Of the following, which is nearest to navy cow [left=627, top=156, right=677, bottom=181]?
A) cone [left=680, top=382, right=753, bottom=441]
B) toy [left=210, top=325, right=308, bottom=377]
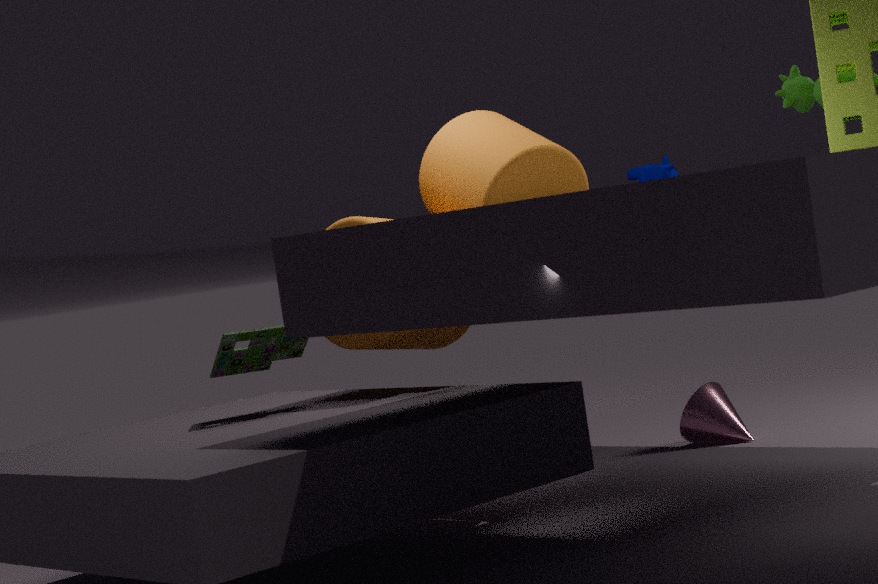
cone [left=680, top=382, right=753, bottom=441]
